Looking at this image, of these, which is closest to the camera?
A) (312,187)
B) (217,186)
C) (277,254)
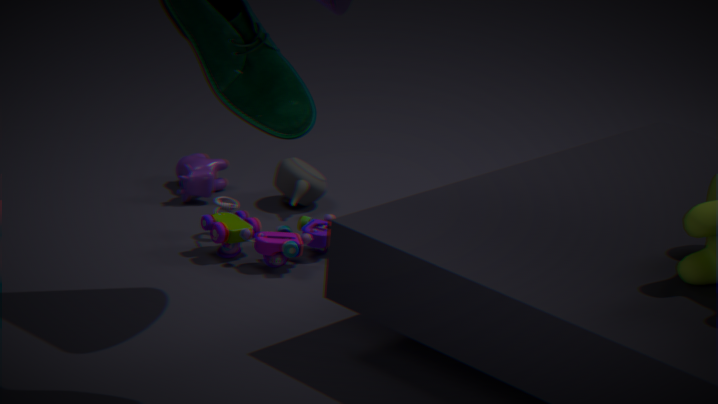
(277,254)
